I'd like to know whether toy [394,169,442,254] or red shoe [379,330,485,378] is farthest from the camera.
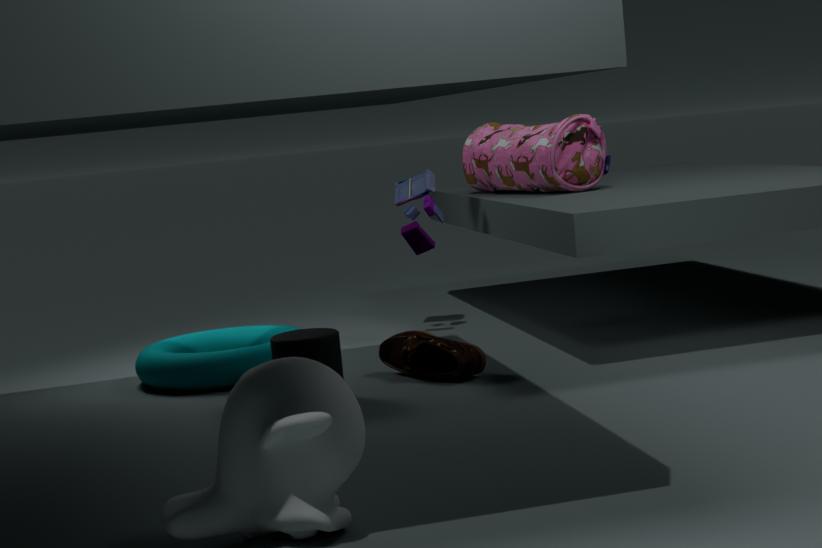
toy [394,169,442,254]
